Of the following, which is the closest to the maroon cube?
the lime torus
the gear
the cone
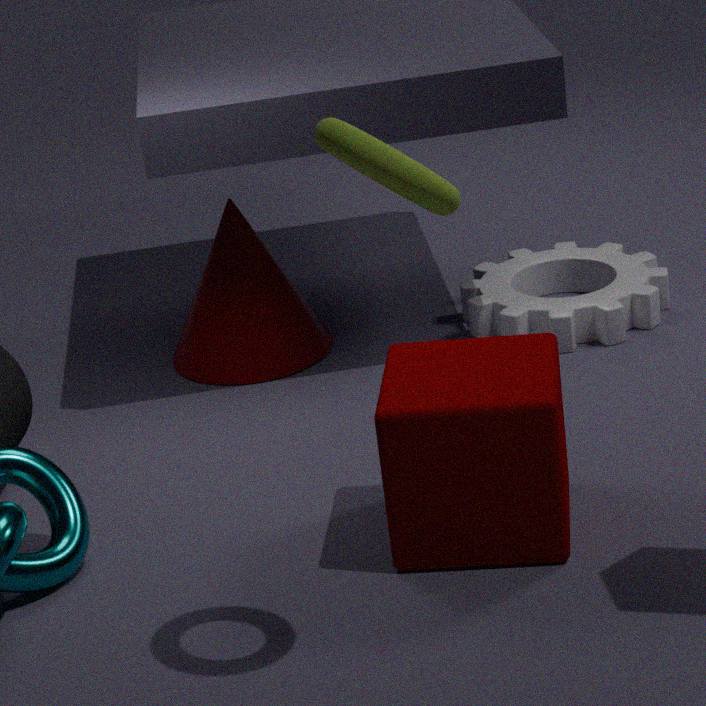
the lime torus
